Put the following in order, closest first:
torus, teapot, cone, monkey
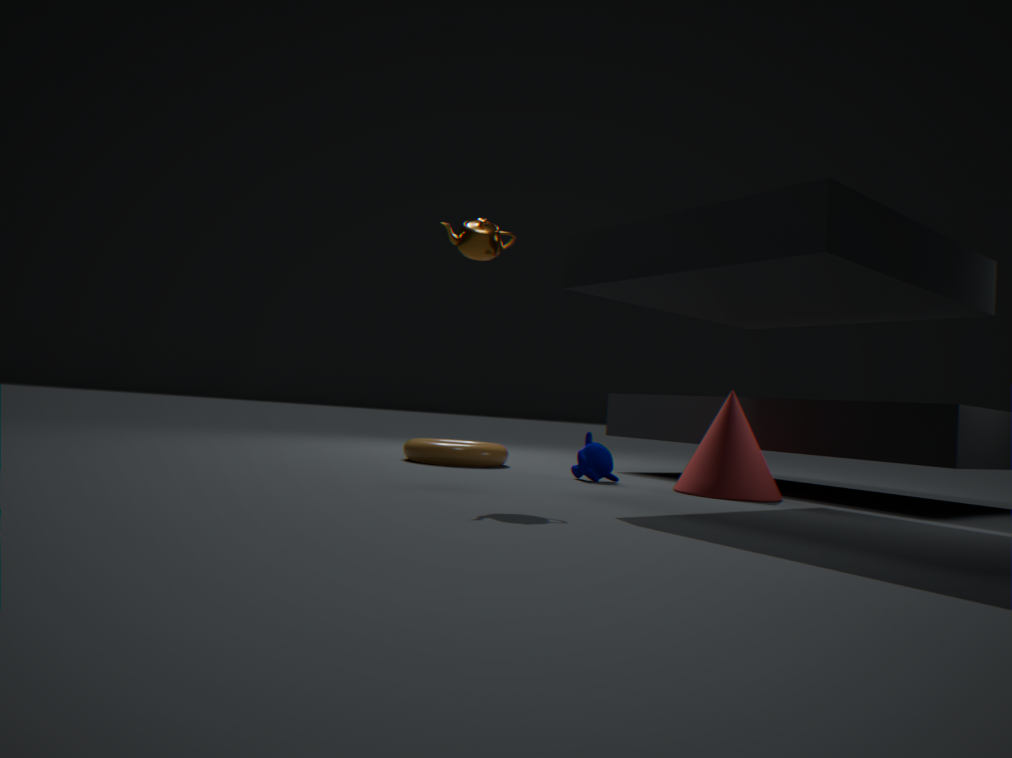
teapot
cone
monkey
torus
